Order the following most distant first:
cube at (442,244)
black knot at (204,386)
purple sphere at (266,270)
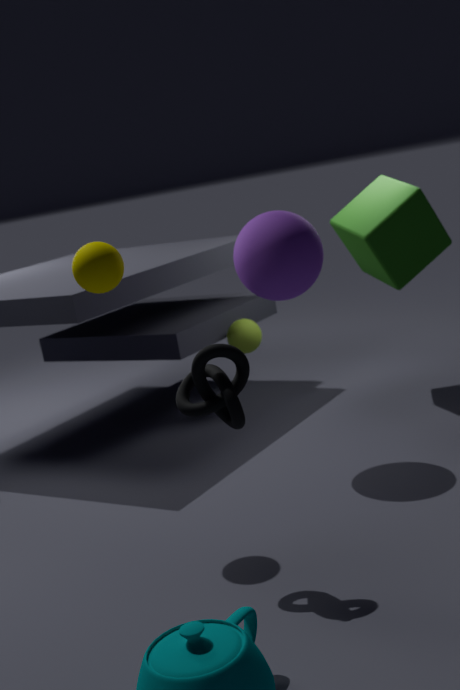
cube at (442,244) < purple sphere at (266,270) < black knot at (204,386)
